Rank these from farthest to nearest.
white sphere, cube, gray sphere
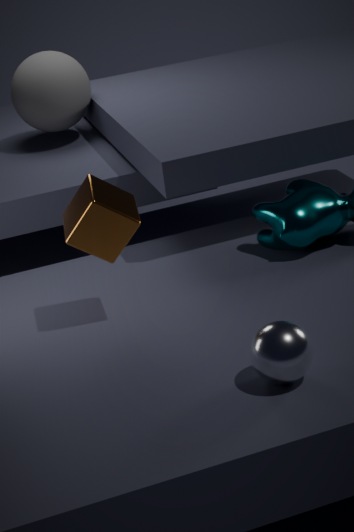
gray sphere < cube < white sphere
